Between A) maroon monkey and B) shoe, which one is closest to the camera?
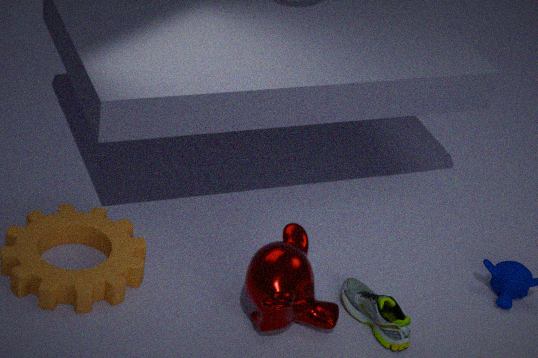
A. maroon monkey
